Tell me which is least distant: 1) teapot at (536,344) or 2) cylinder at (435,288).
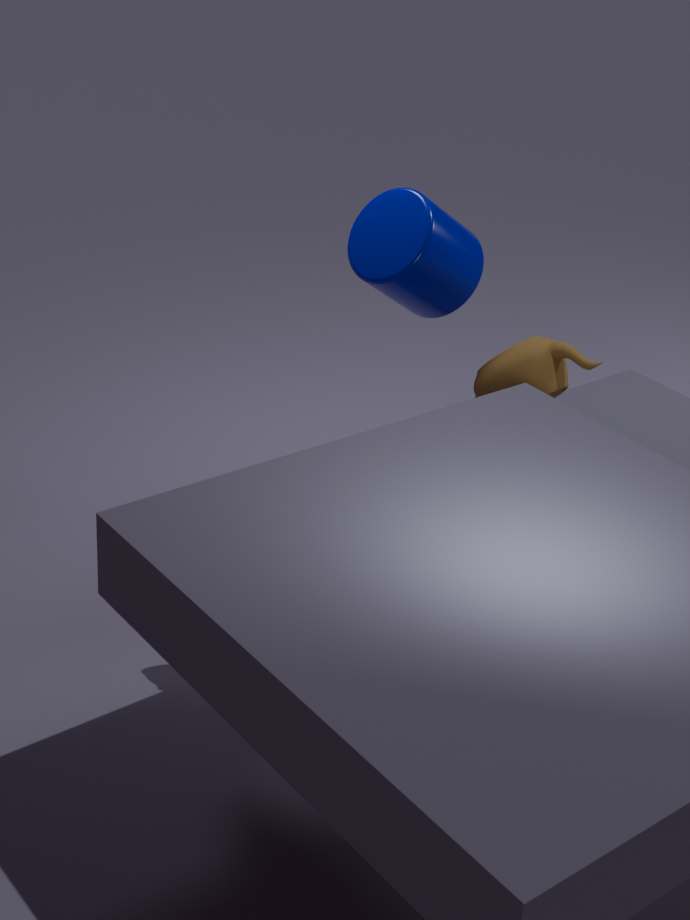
1. teapot at (536,344)
